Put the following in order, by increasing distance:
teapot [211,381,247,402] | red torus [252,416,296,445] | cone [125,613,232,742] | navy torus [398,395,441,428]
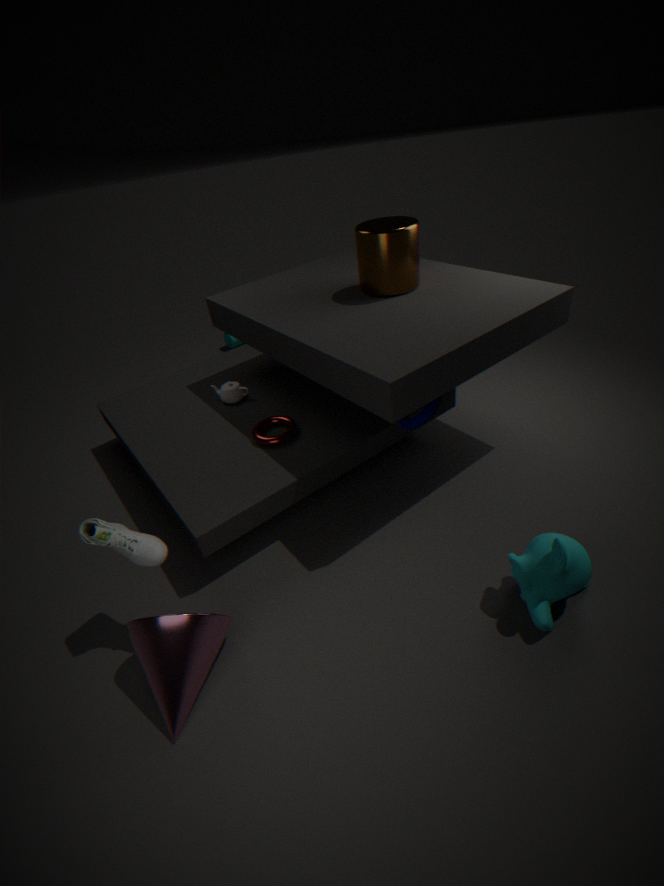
cone [125,613,232,742] < navy torus [398,395,441,428] < red torus [252,416,296,445] < teapot [211,381,247,402]
